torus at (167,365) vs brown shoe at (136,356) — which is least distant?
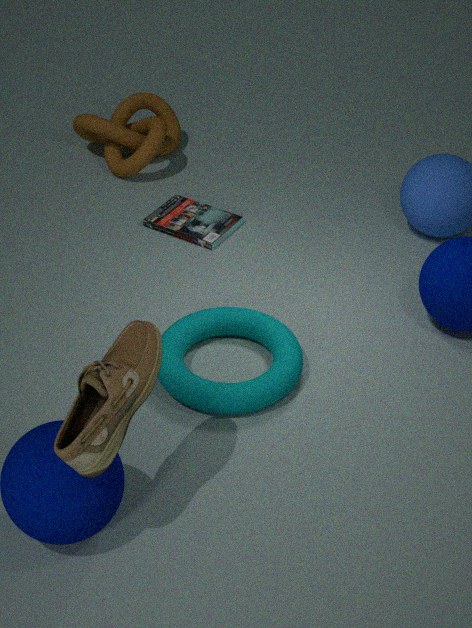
brown shoe at (136,356)
